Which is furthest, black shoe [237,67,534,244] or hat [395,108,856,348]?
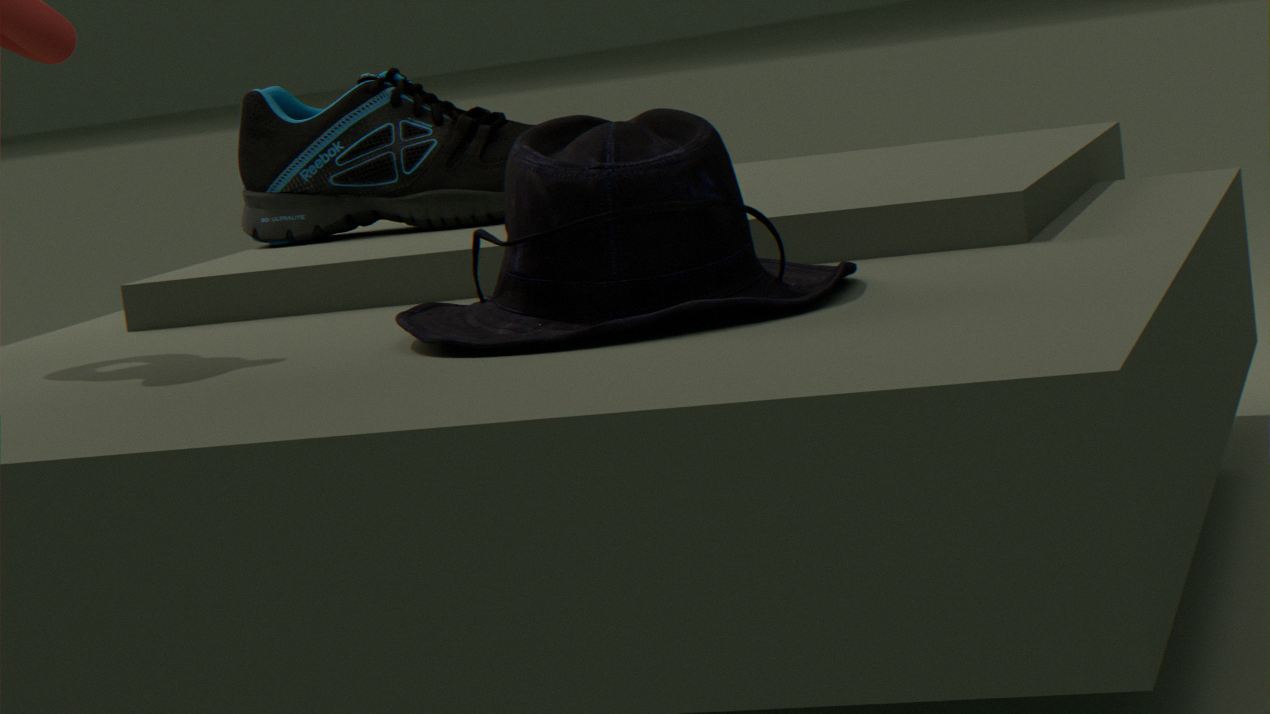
black shoe [237,67,534,244]
